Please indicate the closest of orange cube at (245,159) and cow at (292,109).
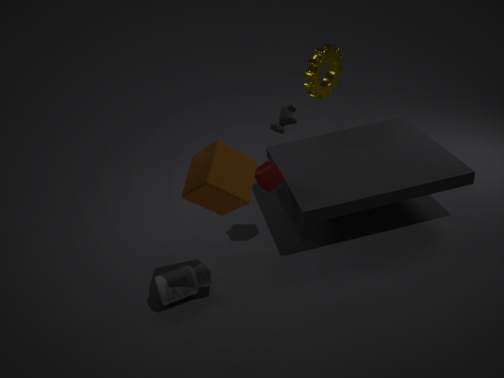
orange cube at (245,159)
